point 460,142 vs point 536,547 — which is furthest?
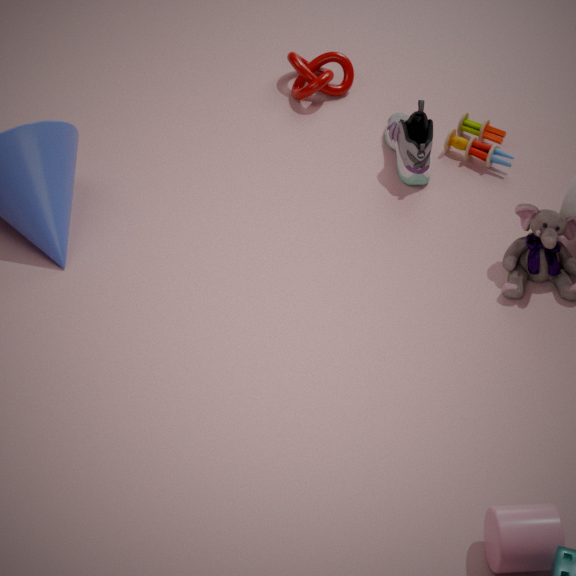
point 460,142
